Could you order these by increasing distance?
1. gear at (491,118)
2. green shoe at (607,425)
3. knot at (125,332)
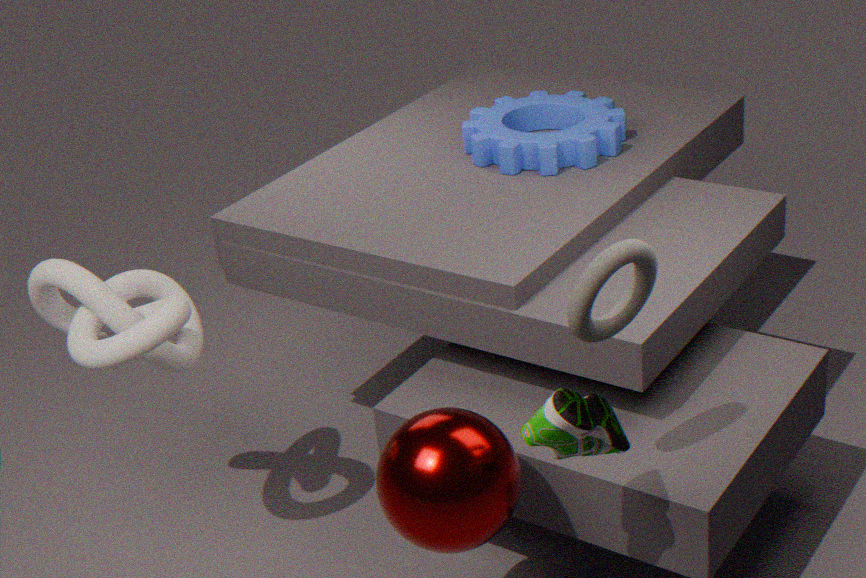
1. green shoe at (607,425)
2. knot at (125,332)
3. gear at (491,118)
